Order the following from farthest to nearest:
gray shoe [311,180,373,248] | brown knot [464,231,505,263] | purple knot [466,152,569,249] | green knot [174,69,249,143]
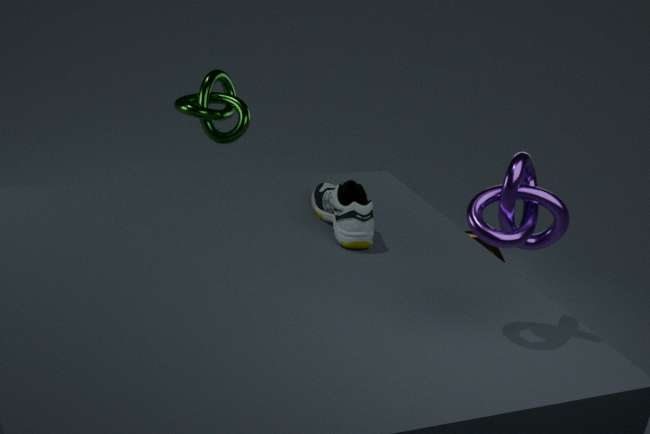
brown knot [464,231,505,263] → green knot [174,69,249,143] → gray shoe [311,180,373,248] → purple knot [466,152,569,249]
